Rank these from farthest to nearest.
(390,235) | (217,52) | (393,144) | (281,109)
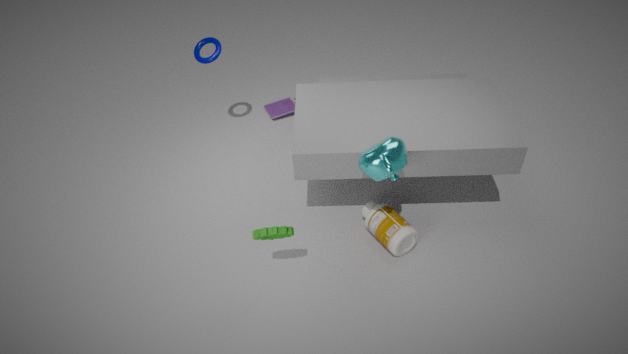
(281,109)
(217,52)
(390,235)
(393,144)
